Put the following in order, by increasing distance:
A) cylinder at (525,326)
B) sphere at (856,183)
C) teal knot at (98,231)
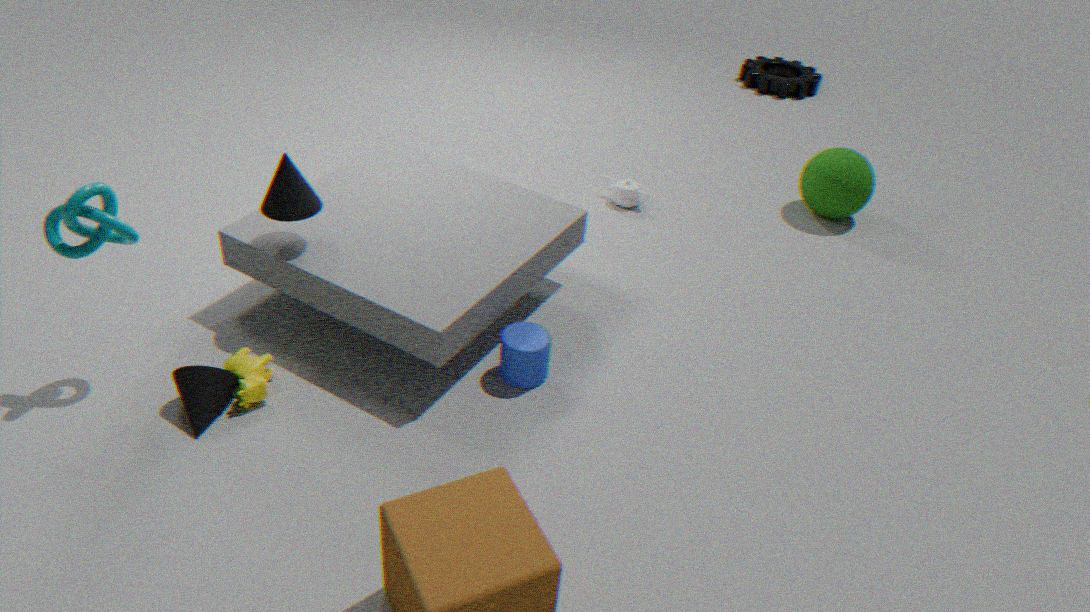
teal knot at (98,231)
cylinder at (525,326)
sphere at (856,183)
